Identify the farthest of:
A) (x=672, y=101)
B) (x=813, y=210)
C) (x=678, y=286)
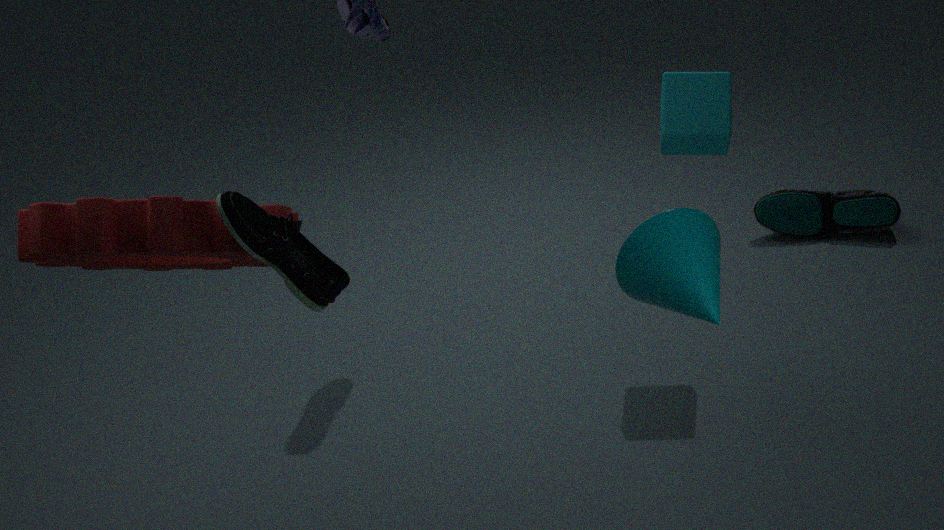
(x=813, y=210)
